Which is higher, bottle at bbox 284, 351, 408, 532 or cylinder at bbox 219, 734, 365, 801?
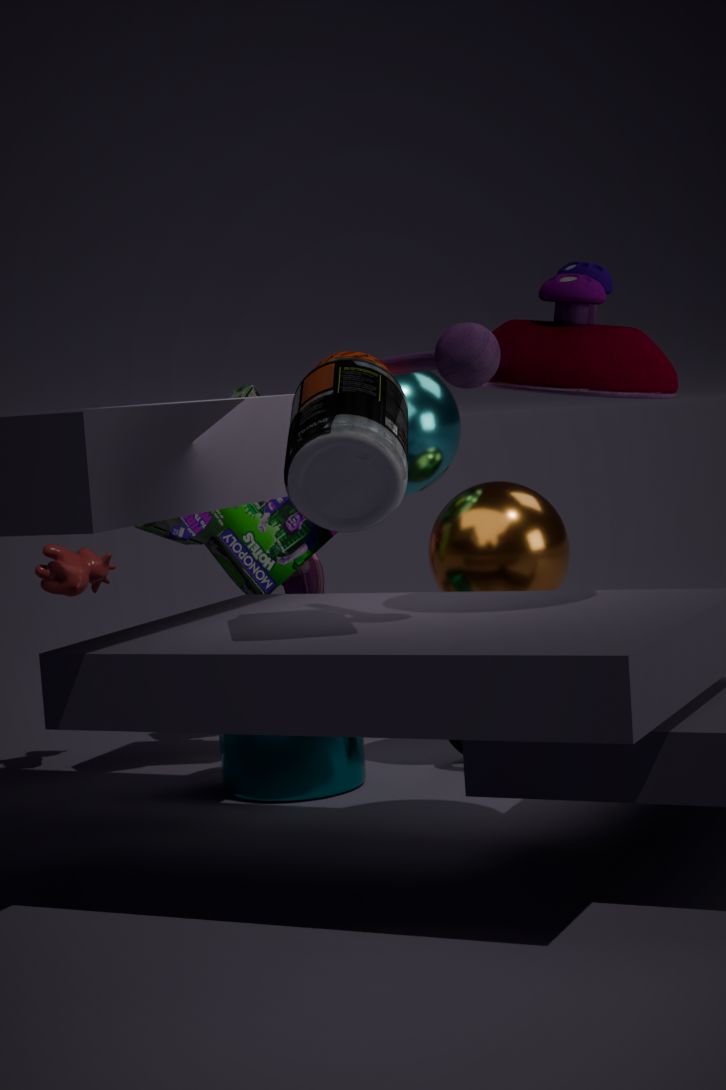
bottle at bbox 284, 351, 408, 532
